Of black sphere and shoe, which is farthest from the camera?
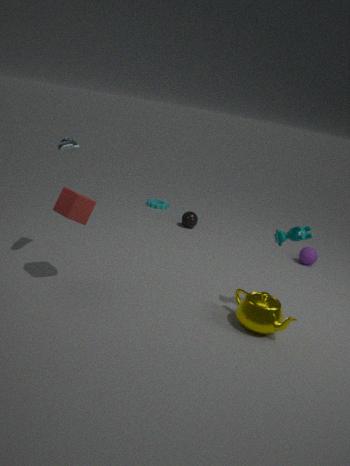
black sphere
